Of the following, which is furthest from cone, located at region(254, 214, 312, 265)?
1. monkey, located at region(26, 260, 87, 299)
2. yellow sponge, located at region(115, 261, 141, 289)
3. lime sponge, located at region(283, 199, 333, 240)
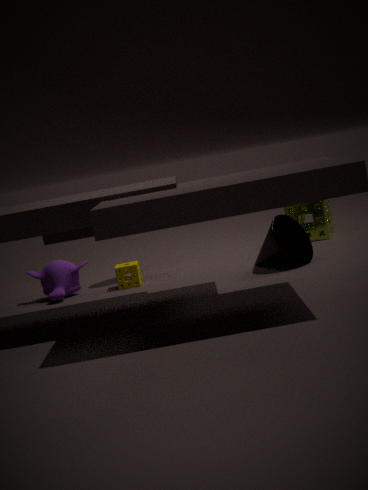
monkey, located at region(26, 260, 87, 299)
